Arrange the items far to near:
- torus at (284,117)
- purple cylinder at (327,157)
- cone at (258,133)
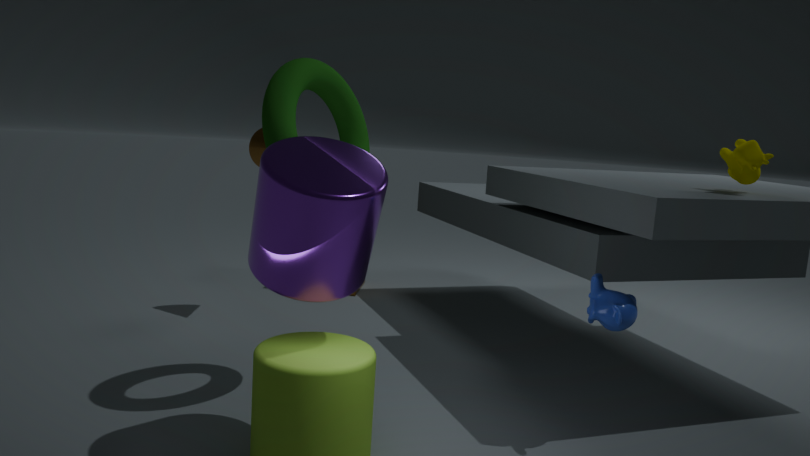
cone at (258,133)
torus at (284,117)
purple cylinder at (327,157)
